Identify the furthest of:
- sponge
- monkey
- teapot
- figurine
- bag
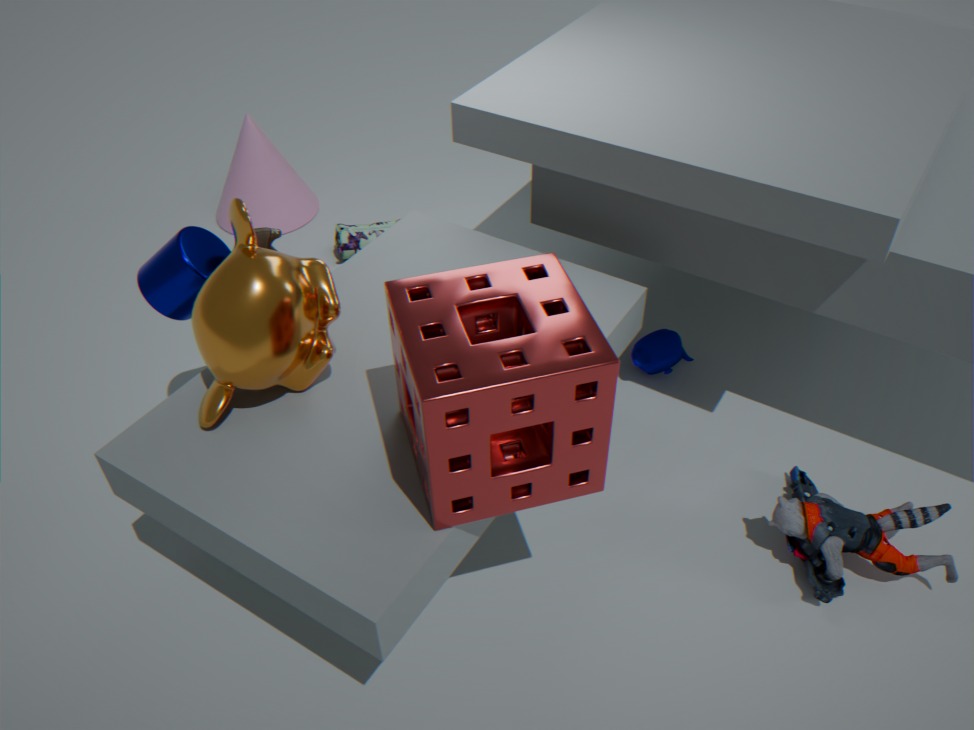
bag
